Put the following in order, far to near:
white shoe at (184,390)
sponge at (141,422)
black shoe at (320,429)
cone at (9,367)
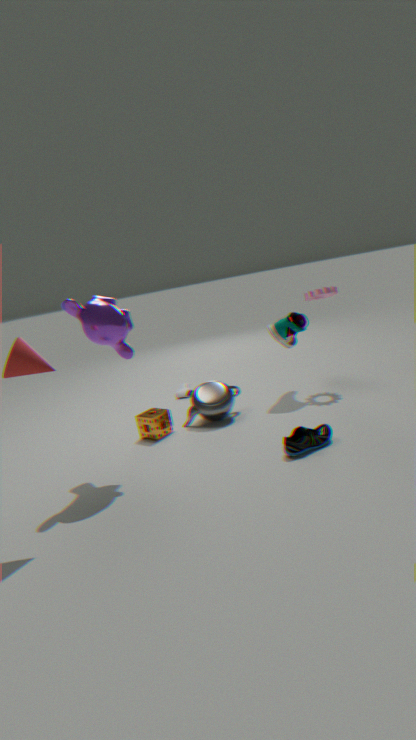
white shoe at (184,390)
sponge at (141,422)
black shoe at (320,429)
cone at (9,367)
